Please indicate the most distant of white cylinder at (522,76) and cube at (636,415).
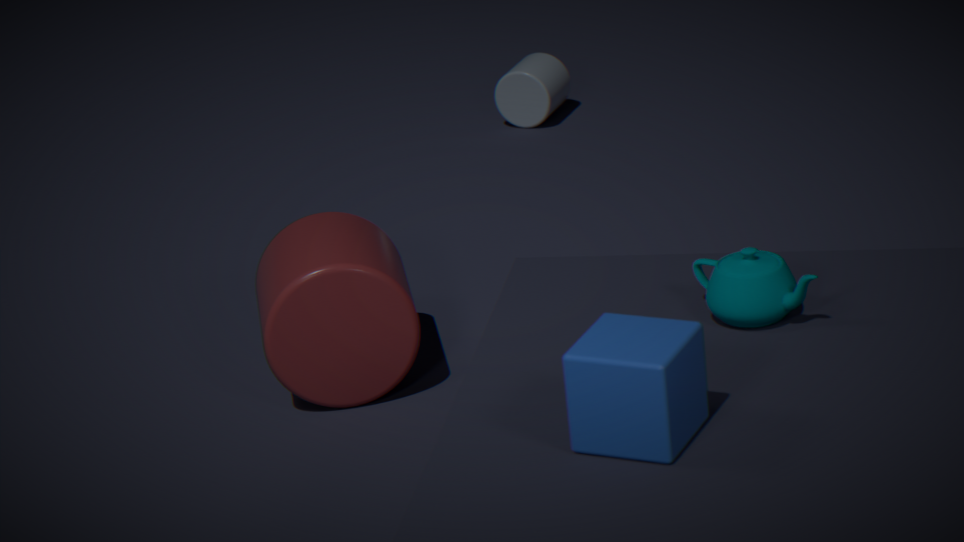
white cylinder at (522,76)
